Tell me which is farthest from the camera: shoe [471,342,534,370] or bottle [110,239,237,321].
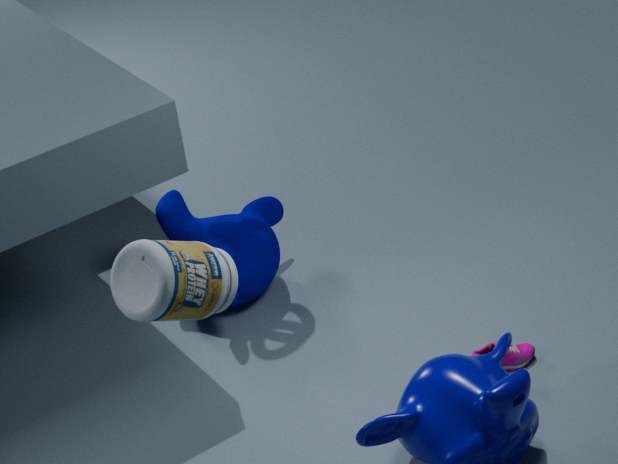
shoe [471,342,534,370]
